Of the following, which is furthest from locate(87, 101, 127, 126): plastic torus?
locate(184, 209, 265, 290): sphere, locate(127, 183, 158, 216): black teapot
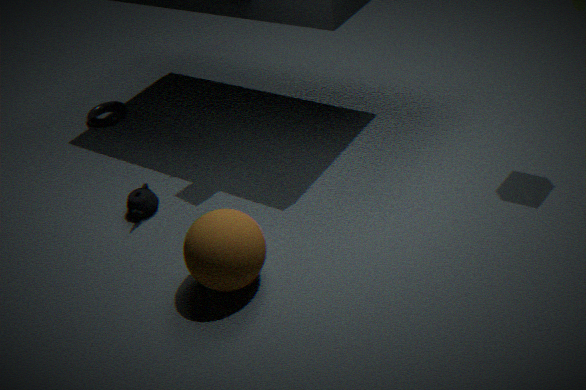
locate(184, 209, 265, 290): sphere
